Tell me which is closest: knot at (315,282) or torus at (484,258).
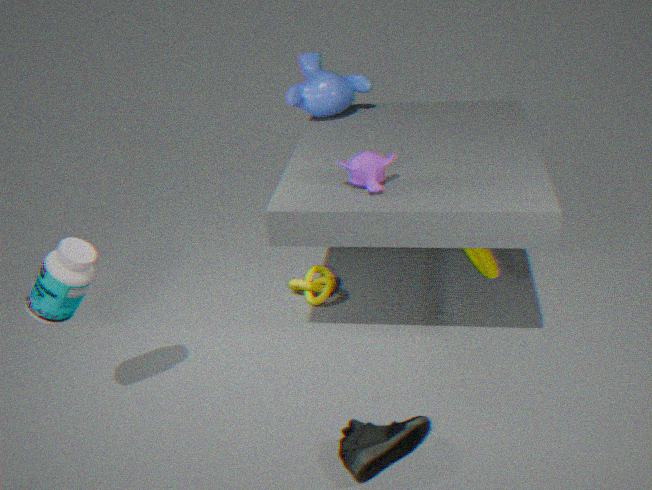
torus at (484,258)
